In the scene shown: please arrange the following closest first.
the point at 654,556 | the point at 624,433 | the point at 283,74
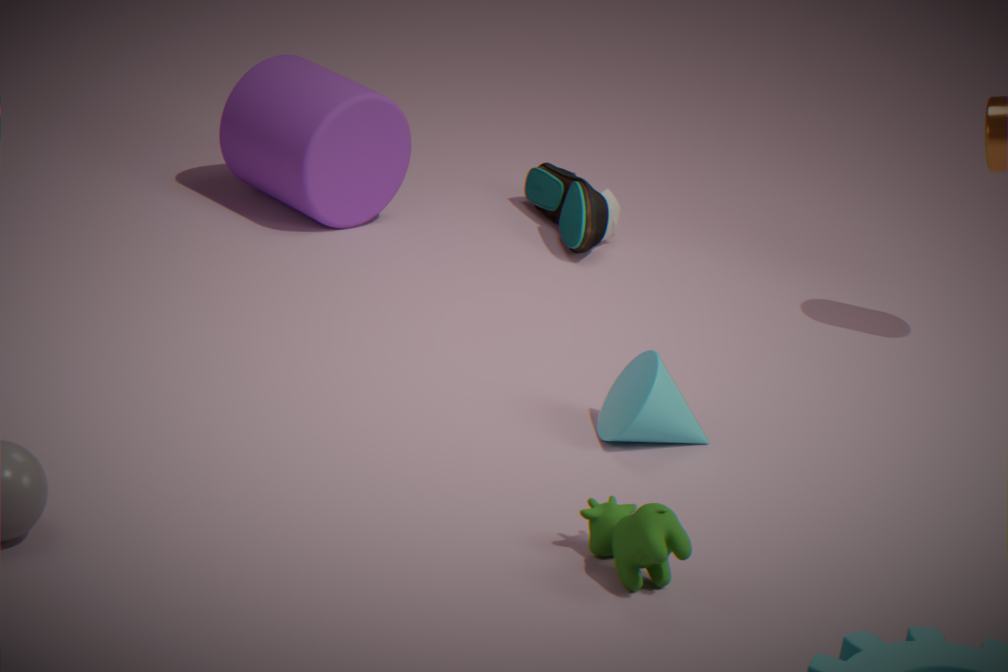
the point at 654,556 → the point at 624,433 → the point at 283,74
